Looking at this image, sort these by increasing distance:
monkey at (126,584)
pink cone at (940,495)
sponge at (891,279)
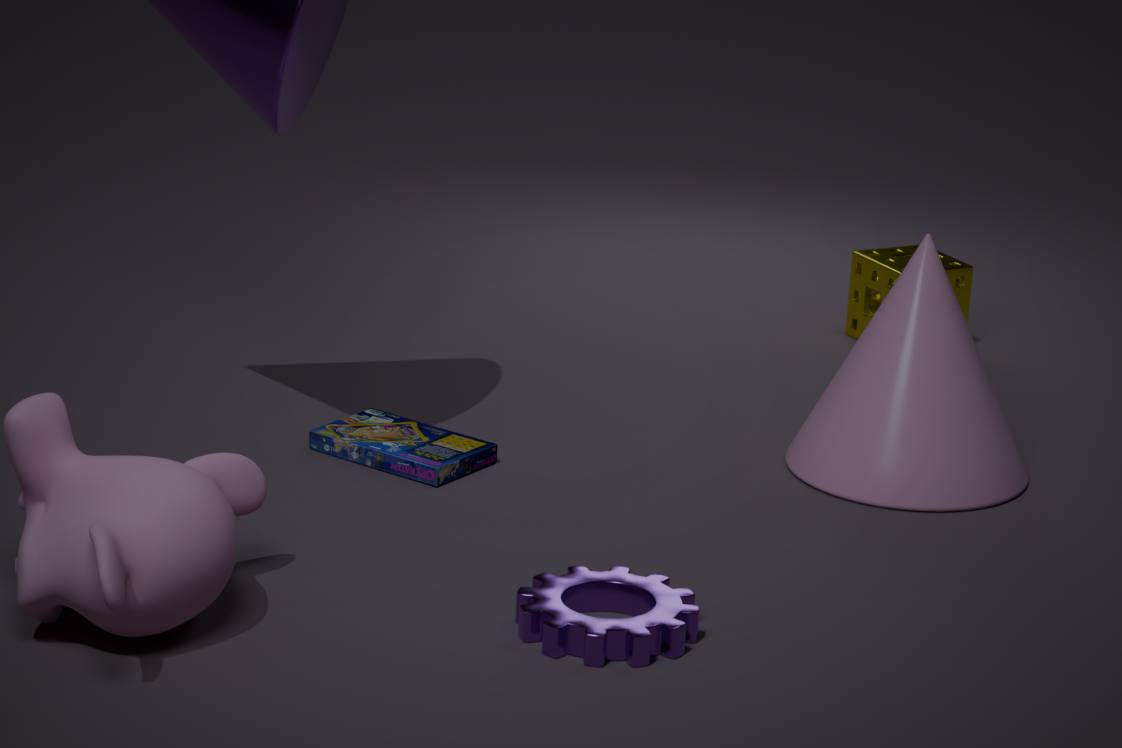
monkey at (126,584) → pink cone at (940,495) → sponge at (891,279)
